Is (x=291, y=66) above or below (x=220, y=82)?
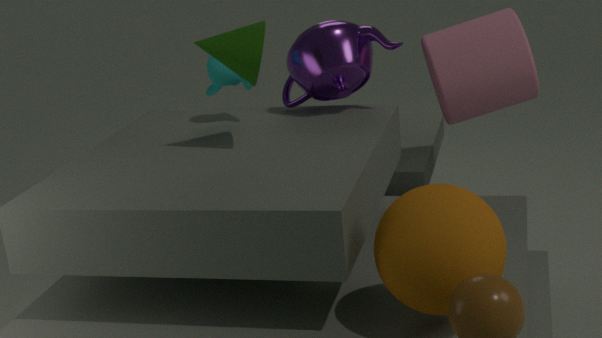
below
